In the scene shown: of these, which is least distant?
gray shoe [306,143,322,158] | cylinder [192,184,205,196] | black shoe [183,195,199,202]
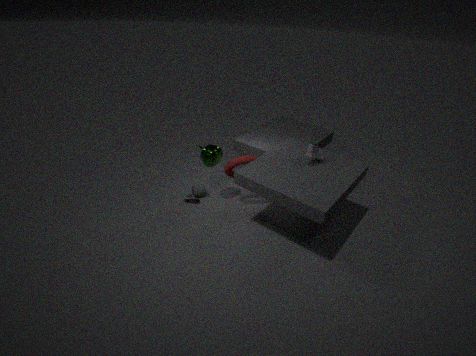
gray shoe [306,143,322,158]
